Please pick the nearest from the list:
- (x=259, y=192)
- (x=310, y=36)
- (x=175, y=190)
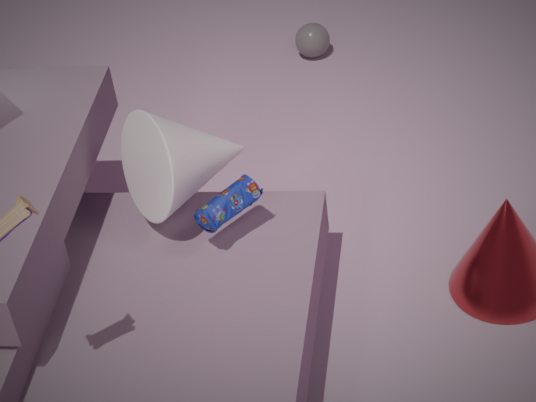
(x=175, y=190)
